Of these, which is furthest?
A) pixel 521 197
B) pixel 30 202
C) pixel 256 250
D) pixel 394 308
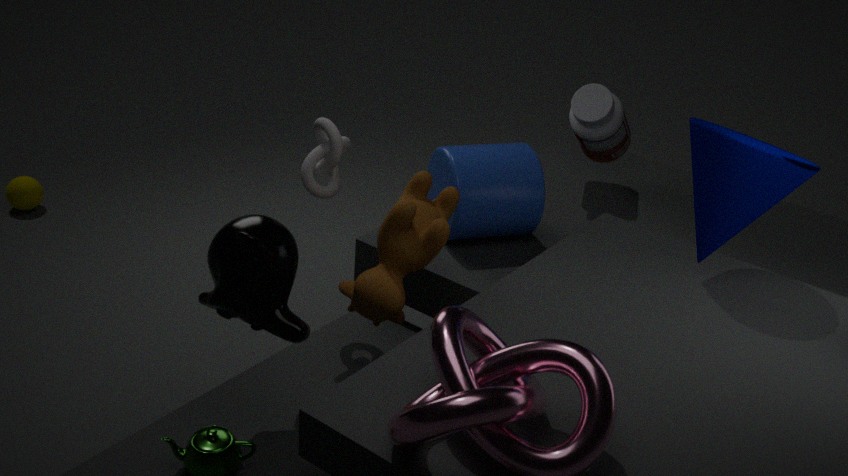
pixel 30 202
